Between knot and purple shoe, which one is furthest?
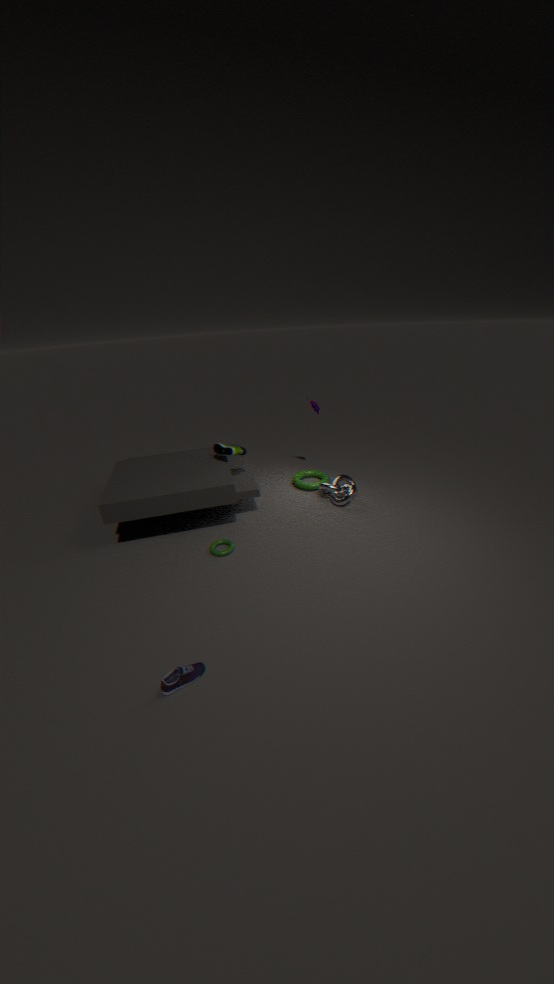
knot
